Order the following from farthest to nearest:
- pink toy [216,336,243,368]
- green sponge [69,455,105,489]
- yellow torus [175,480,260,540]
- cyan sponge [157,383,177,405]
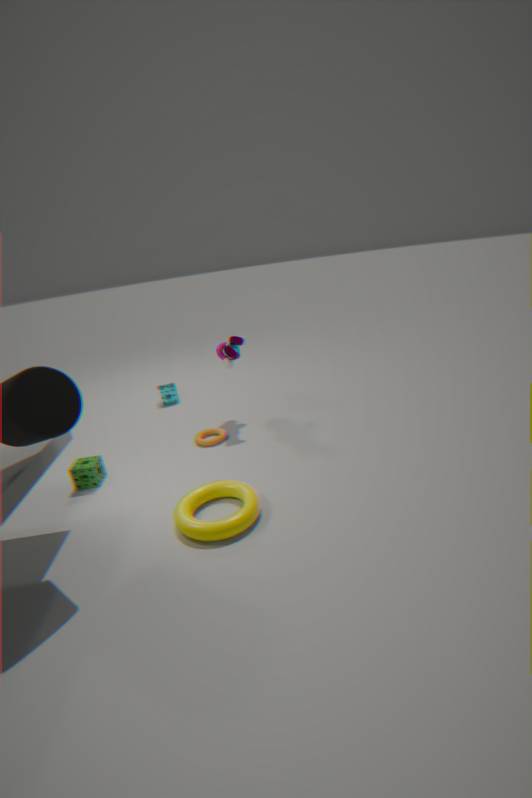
1. cyan sponge [157,383,177,405]
2. pink toy [216,336,243,368]
3. green sponge [69,455,105,489]
4. yellow torus [175,480,260,540]
